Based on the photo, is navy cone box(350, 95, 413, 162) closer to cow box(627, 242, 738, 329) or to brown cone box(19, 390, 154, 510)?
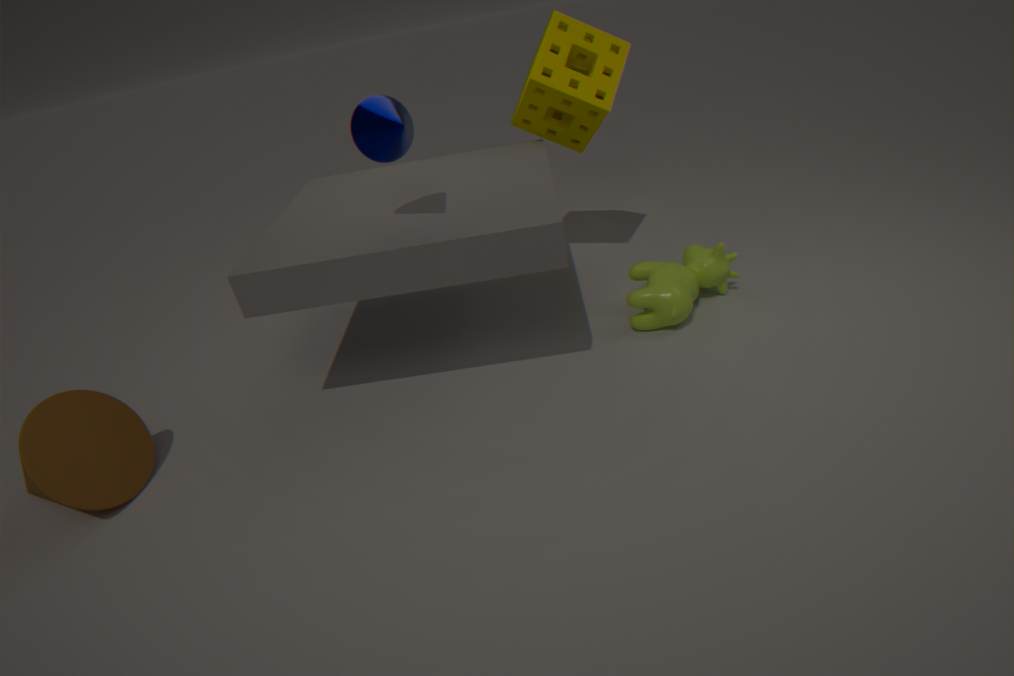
cow box(627, 242, 738, 329)
